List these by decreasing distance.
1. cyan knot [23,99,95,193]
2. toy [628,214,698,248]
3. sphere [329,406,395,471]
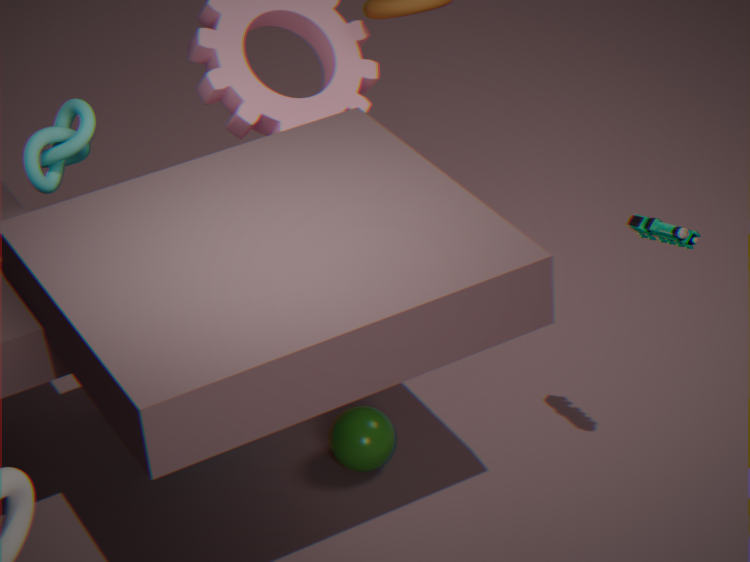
sphere [329,406,395,471] < cyan knot [23,99,95,193] < toy [628,214,698,248]
